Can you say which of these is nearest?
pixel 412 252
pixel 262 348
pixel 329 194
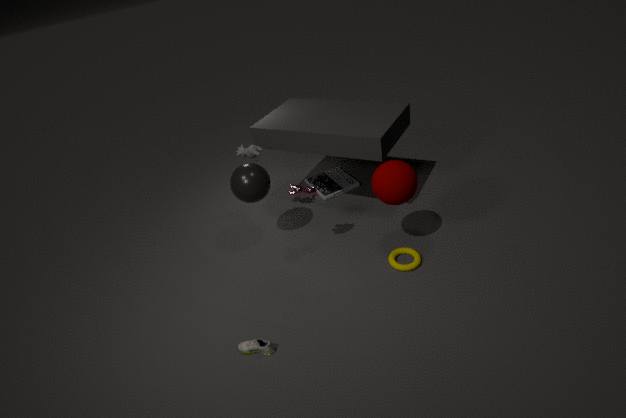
pixel 262 348
